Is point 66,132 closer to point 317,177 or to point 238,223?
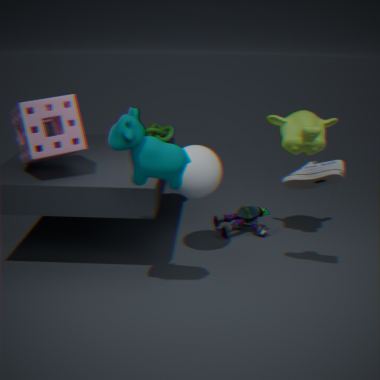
point 238,223
